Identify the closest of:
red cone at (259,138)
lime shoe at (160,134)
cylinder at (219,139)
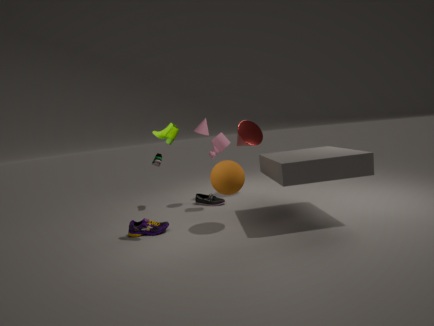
lime shoe at (160,134)
